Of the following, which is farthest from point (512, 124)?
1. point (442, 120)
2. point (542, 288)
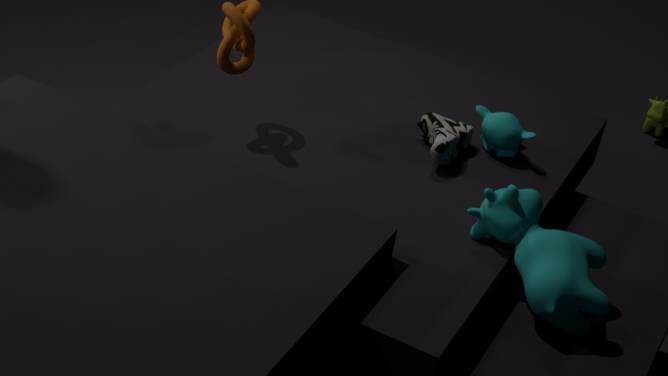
point (542, 288)
